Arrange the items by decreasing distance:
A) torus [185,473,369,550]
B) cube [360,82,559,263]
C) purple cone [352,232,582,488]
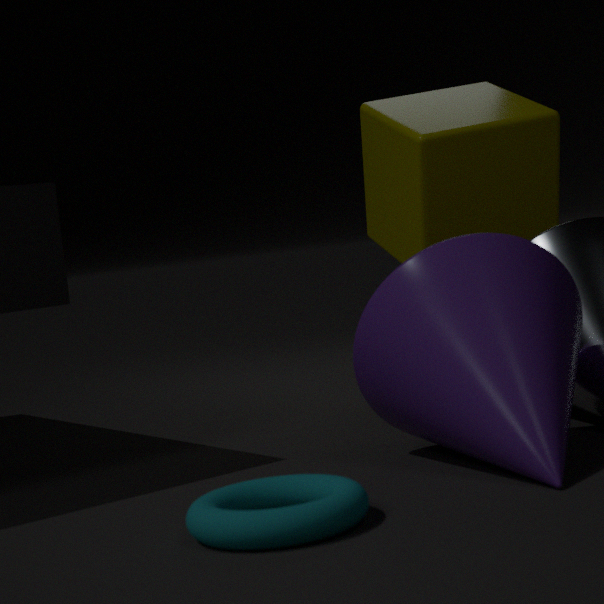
cube [360,82,559,263] < purple cone [352,232,582,488] < torus [185,473,369,550]
